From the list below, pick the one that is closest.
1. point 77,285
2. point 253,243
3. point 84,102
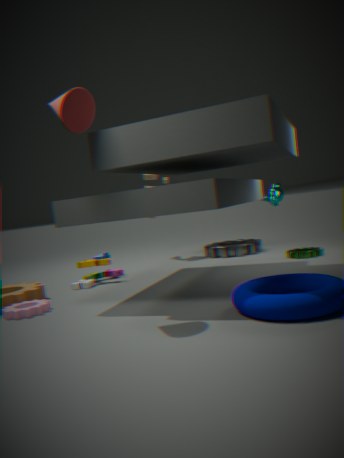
point 84,102
